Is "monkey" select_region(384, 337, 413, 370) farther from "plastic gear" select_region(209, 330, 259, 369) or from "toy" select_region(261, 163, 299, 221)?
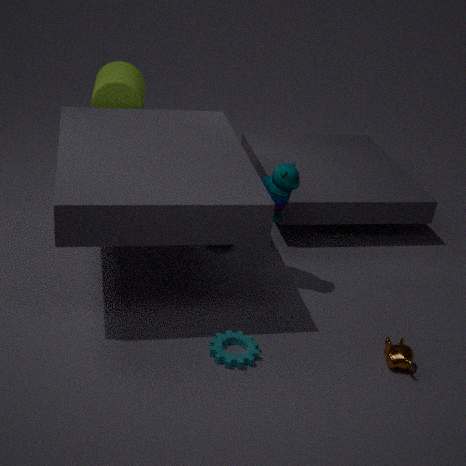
"toy" select_region(261, 163, 299, 221)
